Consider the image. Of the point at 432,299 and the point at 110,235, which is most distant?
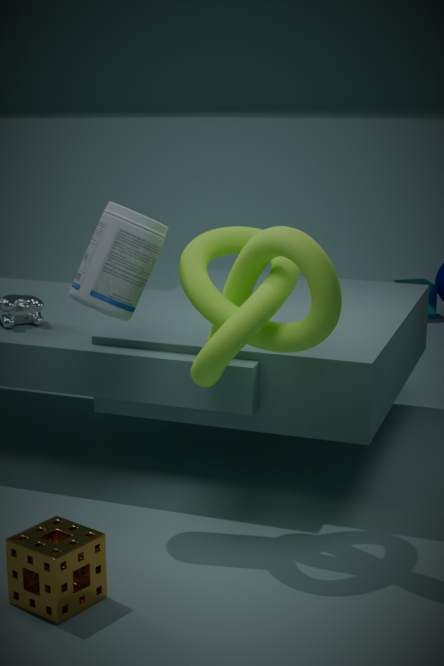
the point at 432,299
